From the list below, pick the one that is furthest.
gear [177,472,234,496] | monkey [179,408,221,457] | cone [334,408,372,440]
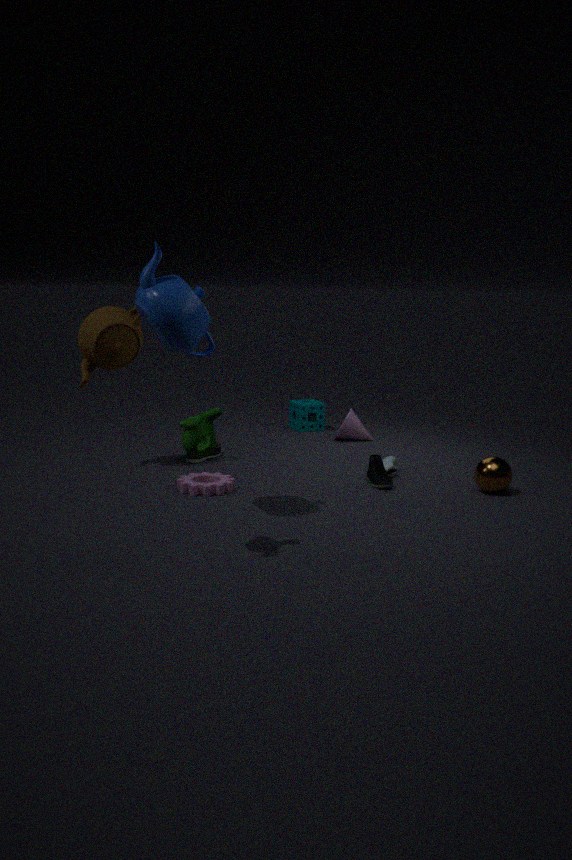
cone [334,408,372,440]
